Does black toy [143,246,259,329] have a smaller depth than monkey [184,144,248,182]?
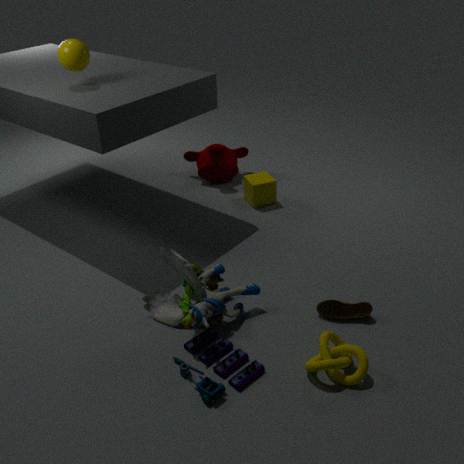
Yes
